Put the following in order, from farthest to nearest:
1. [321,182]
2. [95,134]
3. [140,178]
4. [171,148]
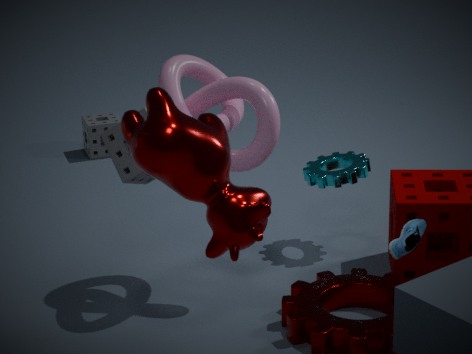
[95,134]
[321,182]
[140,178]
[171,148]
